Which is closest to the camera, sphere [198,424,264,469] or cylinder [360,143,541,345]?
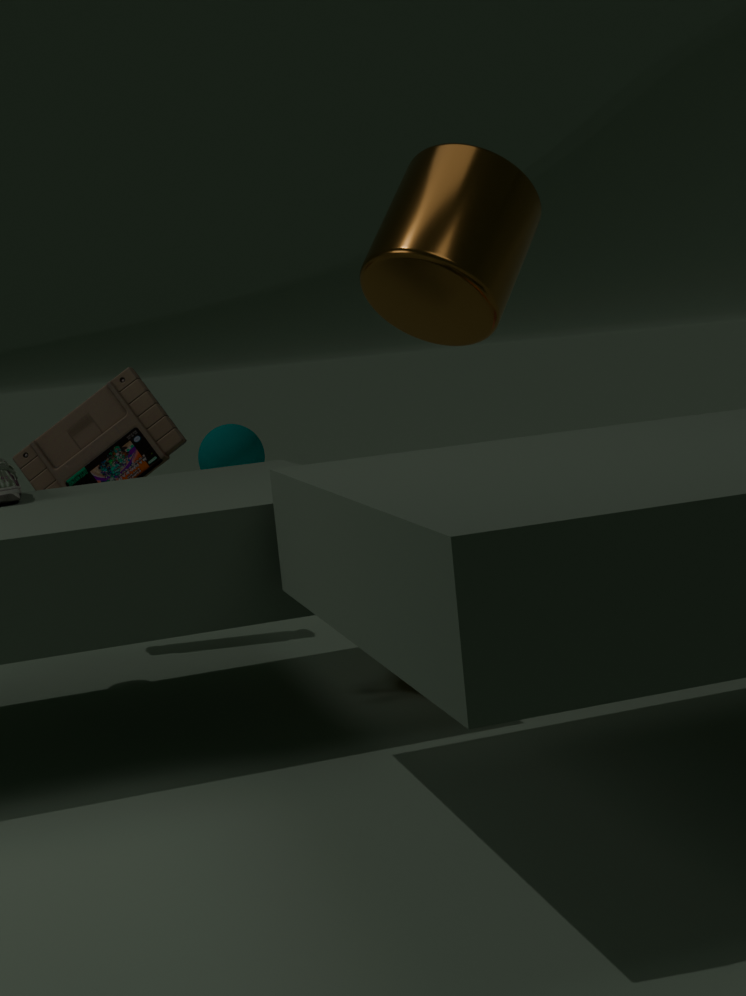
cylinder [360,143,541,345]
